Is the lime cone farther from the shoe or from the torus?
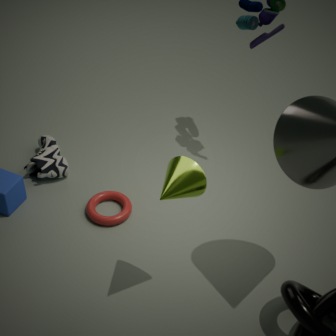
the shoe
